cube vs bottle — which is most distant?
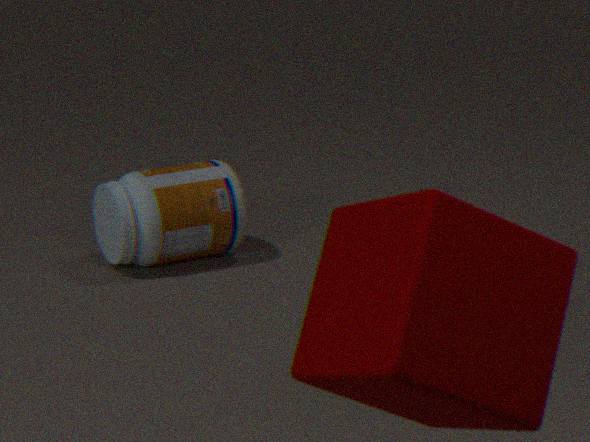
bottle
